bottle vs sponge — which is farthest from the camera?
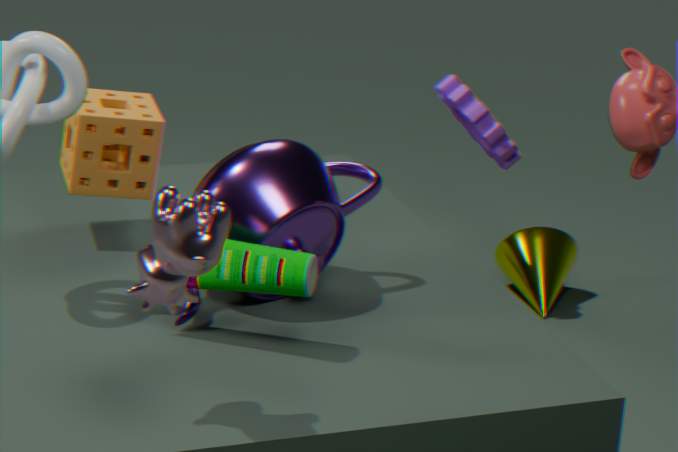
sponge
